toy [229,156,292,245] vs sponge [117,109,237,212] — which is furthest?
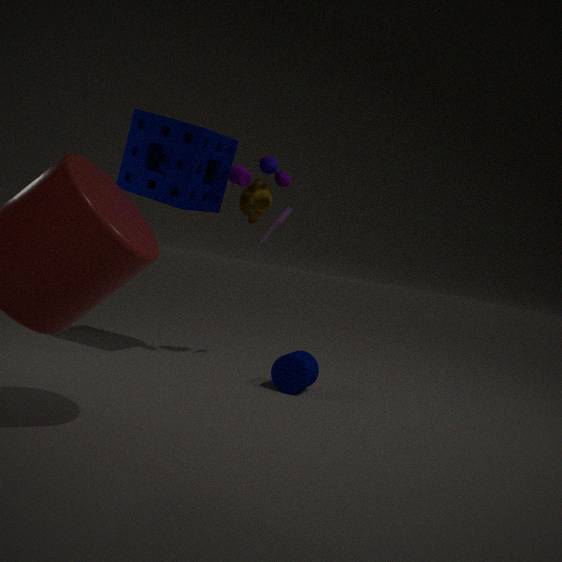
toy [229,156,292,245]
